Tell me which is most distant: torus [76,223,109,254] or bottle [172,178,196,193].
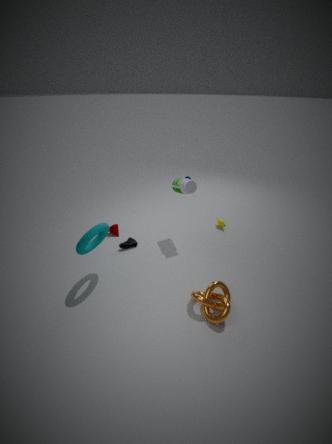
bottle [172,178,196,193]
